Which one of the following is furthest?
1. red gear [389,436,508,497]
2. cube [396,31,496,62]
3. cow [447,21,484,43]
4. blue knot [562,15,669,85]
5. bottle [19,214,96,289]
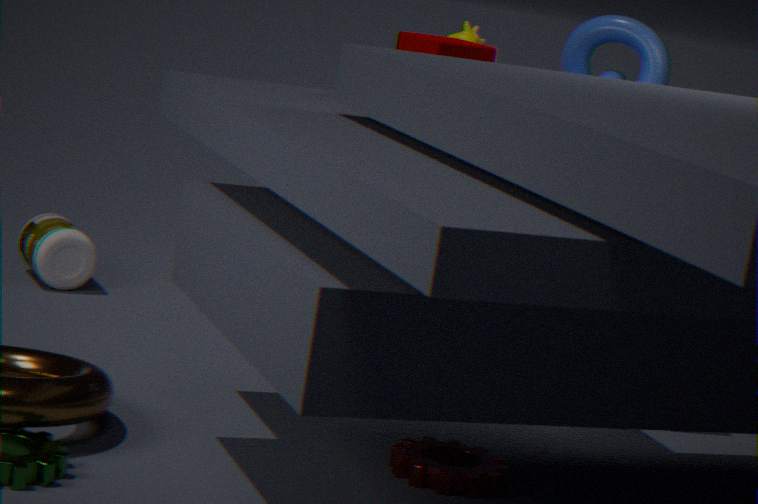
cow [447,21,484,43]
